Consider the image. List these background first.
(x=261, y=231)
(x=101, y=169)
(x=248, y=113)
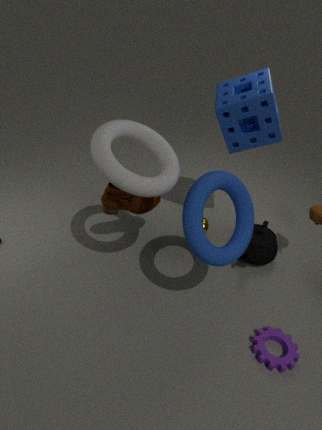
A: (x=261, y=231), (x=248, y=113), (x=101, y=169)
